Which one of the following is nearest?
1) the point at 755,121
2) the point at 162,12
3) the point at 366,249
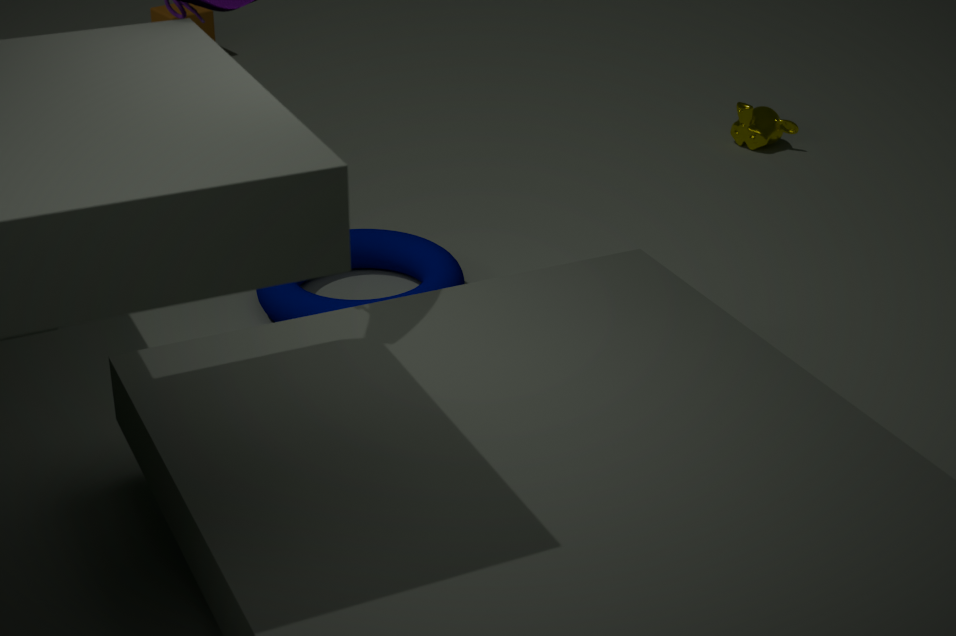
3. the point at 366,249
